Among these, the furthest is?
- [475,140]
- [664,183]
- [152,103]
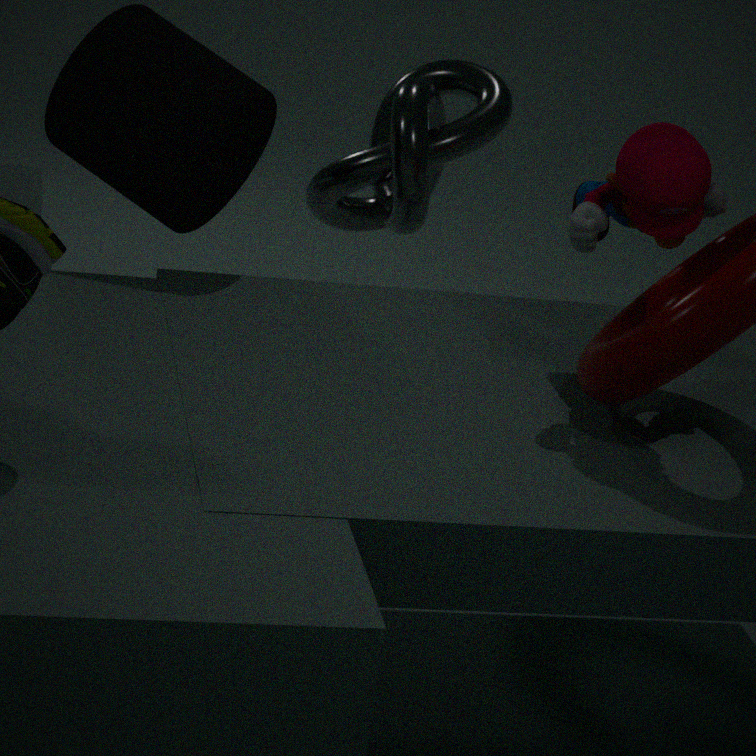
[475,140]
